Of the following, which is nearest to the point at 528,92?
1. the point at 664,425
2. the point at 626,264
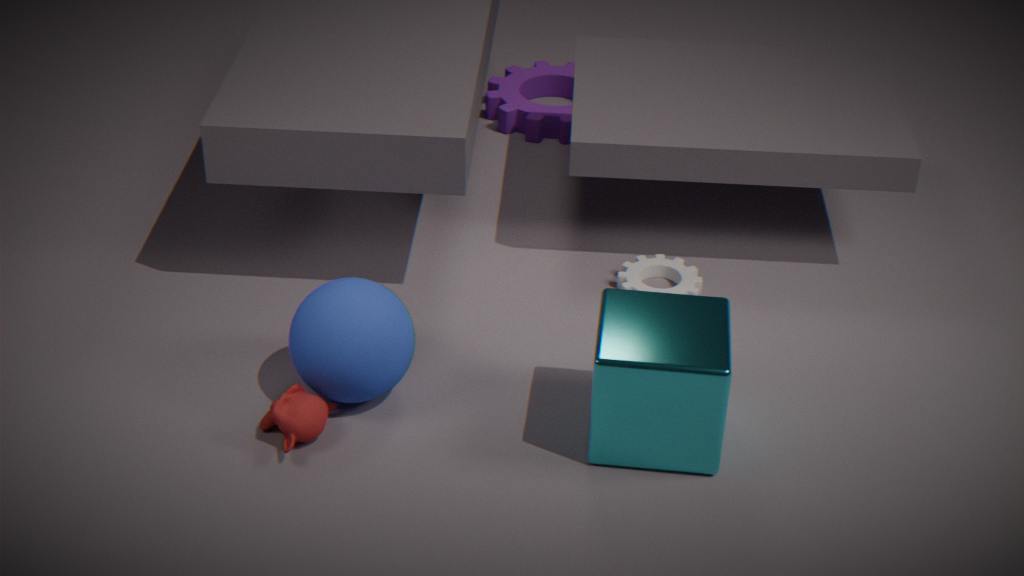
the point at 626,264
